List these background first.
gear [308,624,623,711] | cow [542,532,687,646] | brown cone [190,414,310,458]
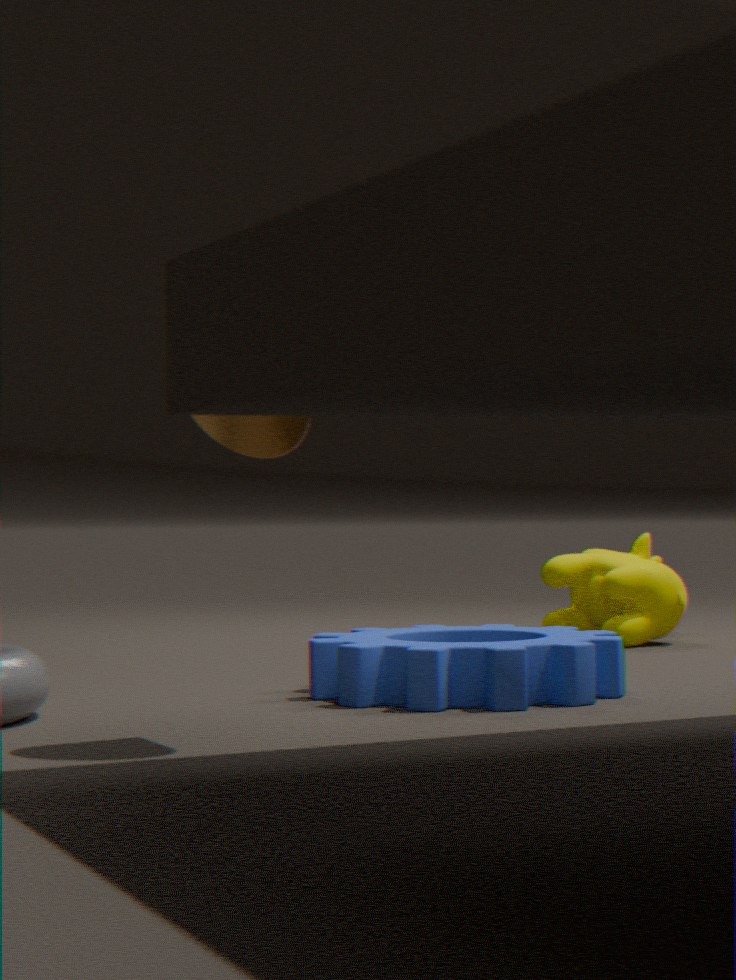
cow [542,532,687,646] < gear [308,624,623,711] < brown cone [190,414,310,458]
